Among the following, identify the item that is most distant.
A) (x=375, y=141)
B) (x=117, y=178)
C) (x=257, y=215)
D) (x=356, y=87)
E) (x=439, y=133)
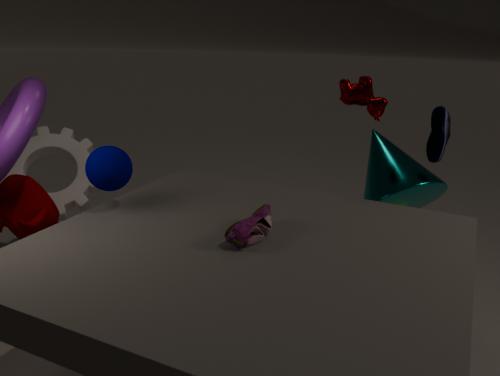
(x=375, y=141)
